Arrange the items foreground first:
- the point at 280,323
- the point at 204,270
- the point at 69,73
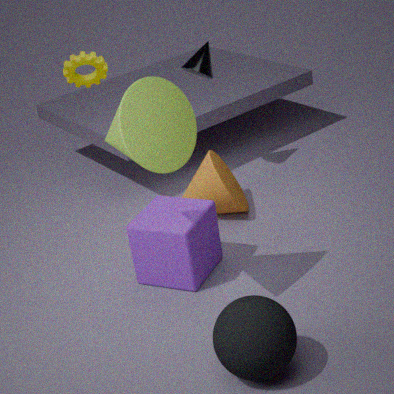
1. the point at 280,323
2. the point at 204,270
3. the point at 69,73
